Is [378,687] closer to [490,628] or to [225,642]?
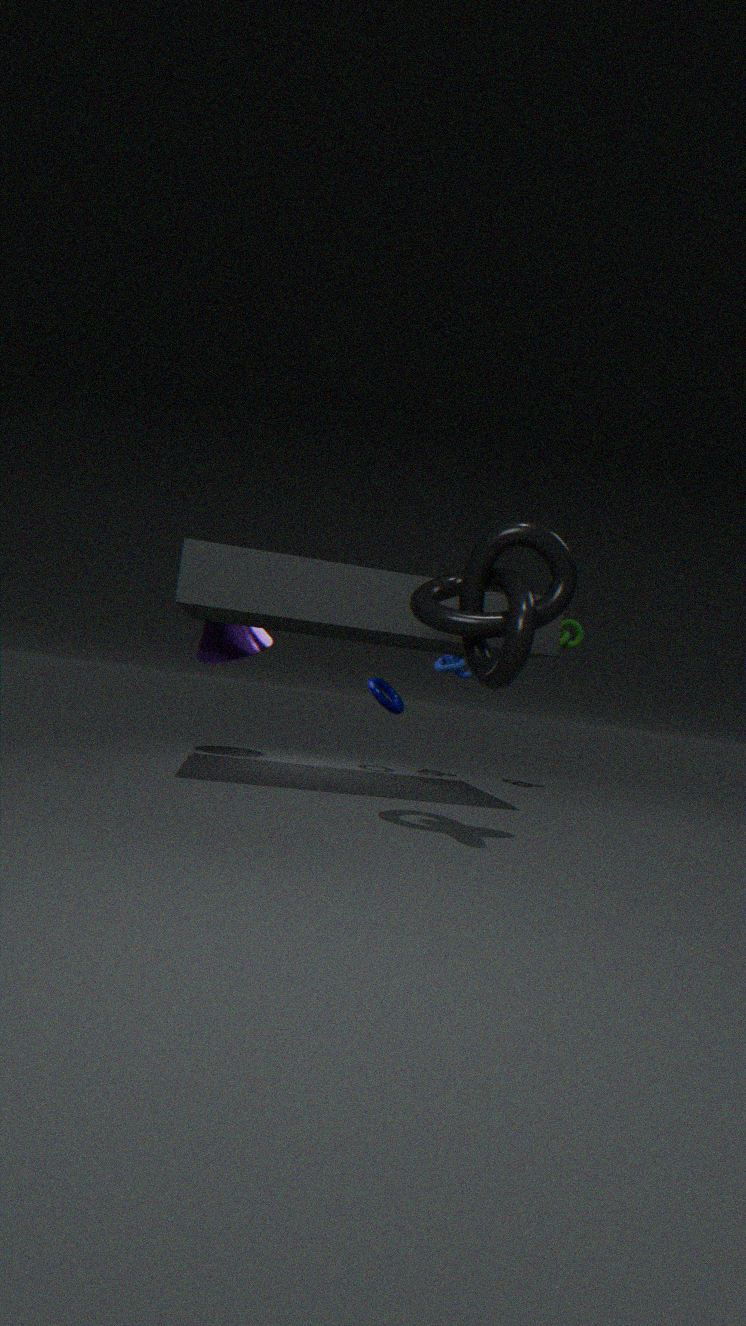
[225,642]
